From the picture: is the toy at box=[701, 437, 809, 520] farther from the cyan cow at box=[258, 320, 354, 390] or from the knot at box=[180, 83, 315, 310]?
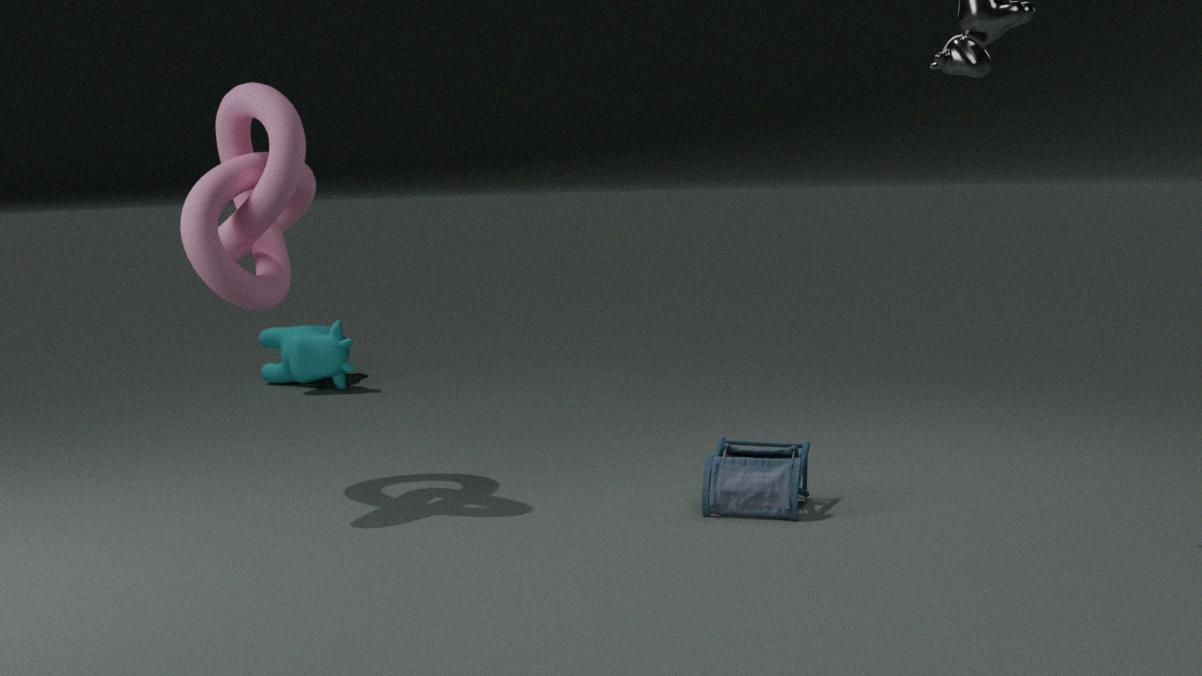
the cyan cow at box=[258, 320, 354, 390]
